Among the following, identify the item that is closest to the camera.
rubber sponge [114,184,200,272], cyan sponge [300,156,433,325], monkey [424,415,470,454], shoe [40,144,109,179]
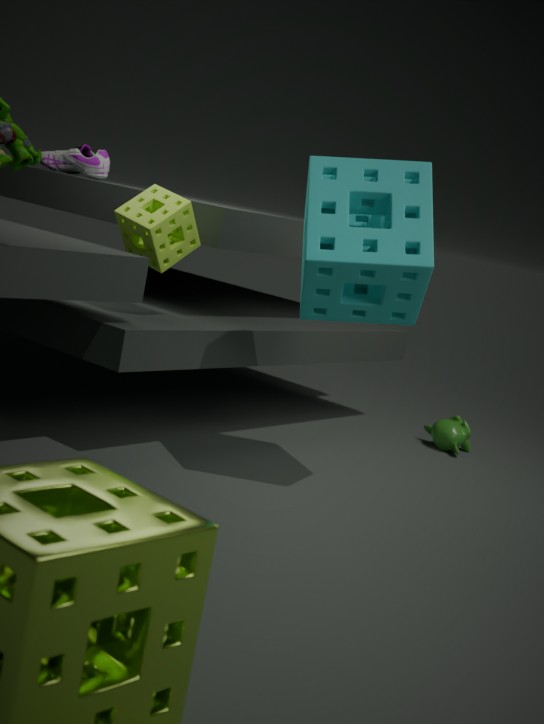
cyan sponge [300,156,433,325]
